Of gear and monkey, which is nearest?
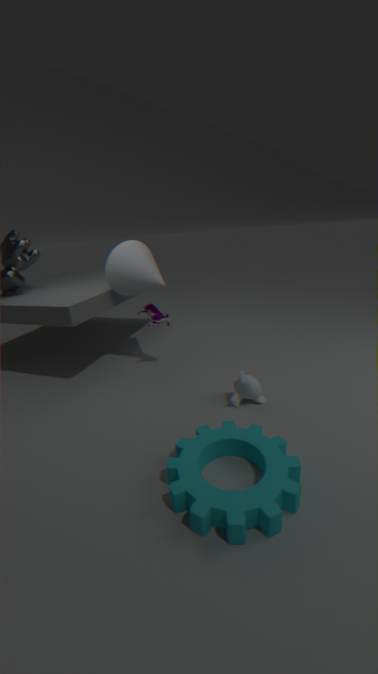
gear
